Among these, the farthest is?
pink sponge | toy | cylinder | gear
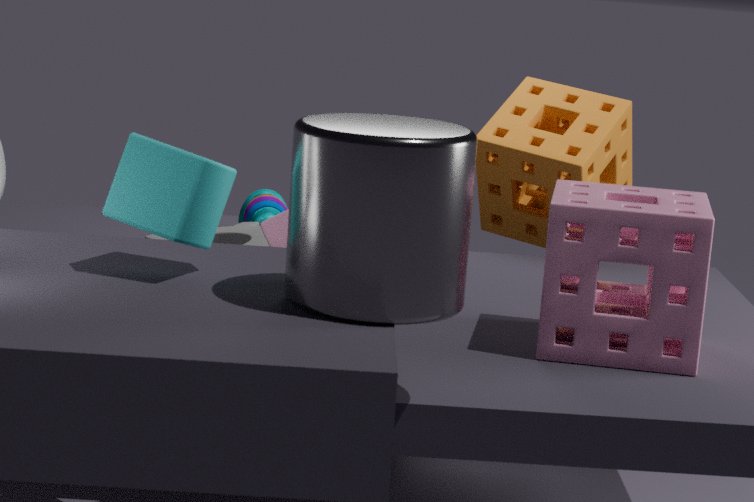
toy
